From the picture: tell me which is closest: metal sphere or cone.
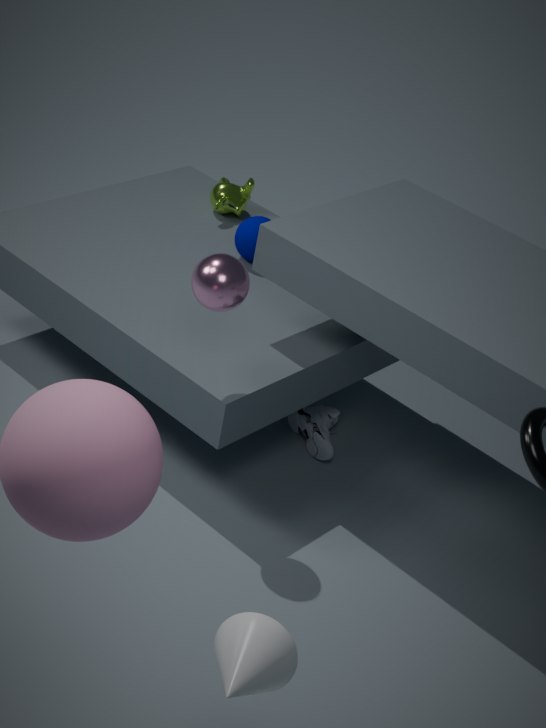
cone
